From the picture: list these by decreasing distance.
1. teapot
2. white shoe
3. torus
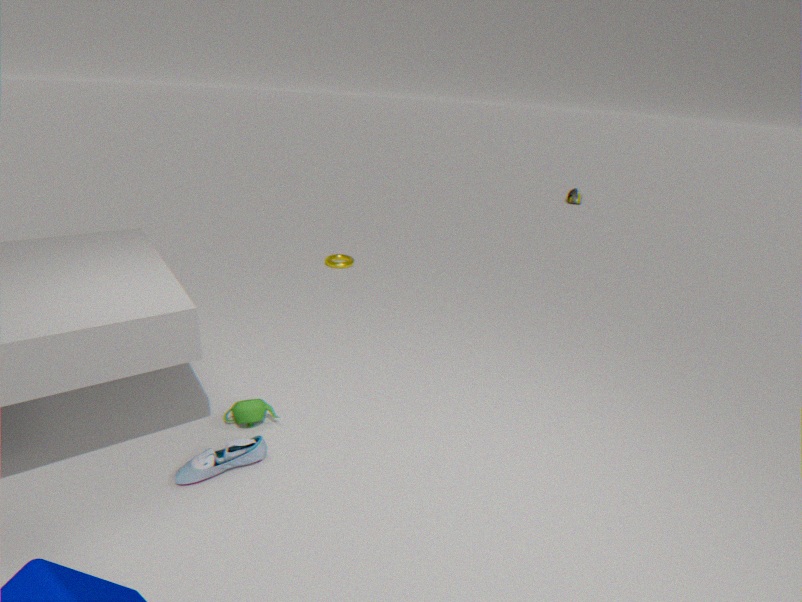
torus
teapot
white shoe
